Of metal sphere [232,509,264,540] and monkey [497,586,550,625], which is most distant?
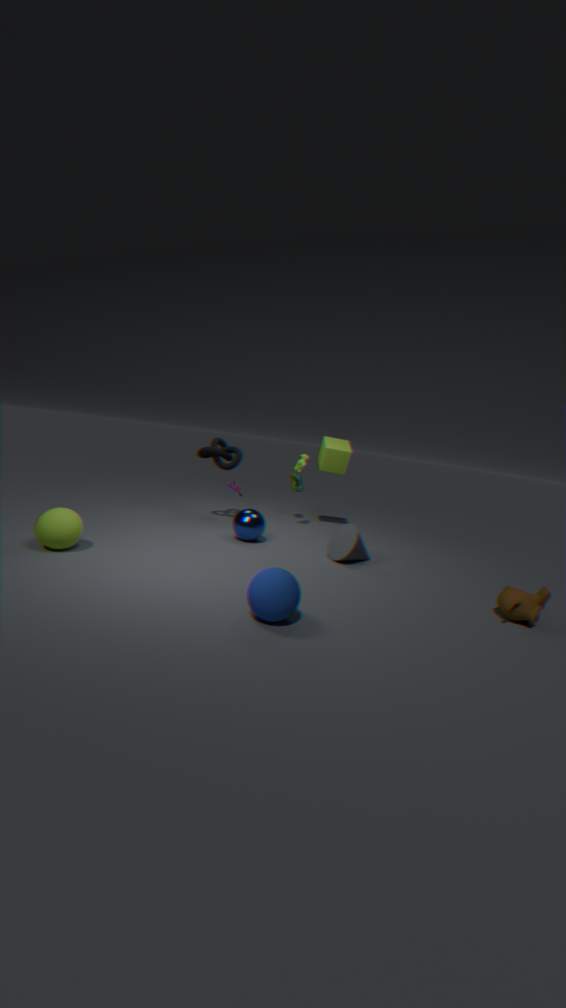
metal sphere [232,509,264,540]
